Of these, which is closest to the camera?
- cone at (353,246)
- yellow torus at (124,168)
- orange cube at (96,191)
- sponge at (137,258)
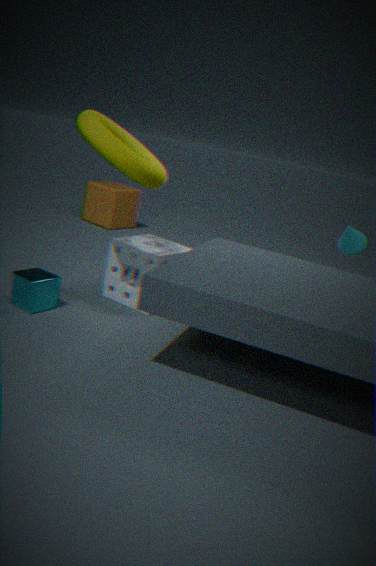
yellow torus at (124,168)
